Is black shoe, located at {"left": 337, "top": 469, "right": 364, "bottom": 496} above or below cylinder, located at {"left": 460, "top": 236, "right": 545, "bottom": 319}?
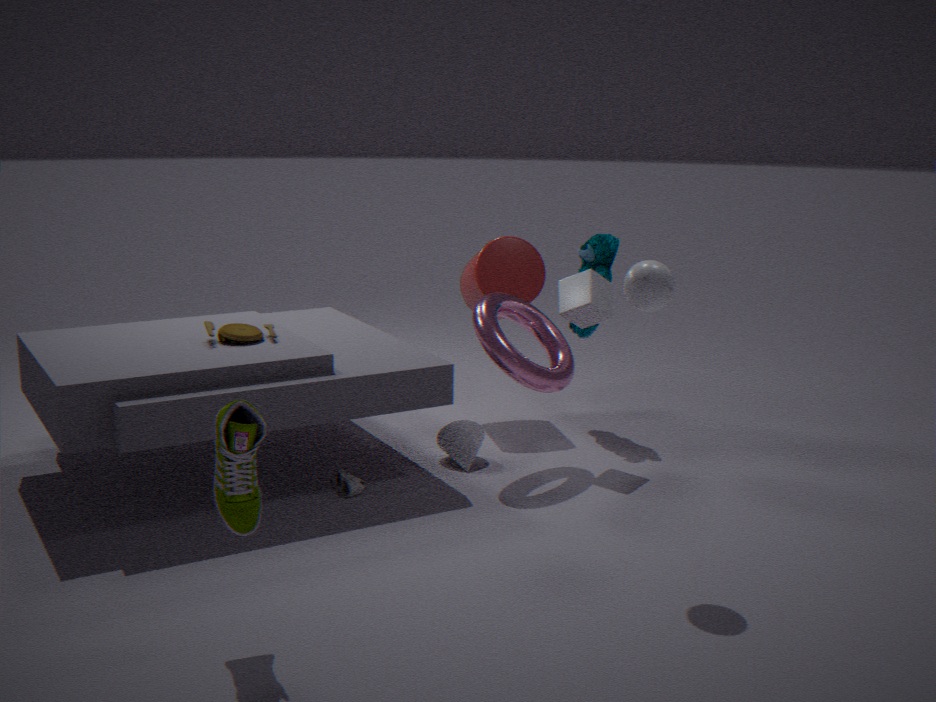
below
